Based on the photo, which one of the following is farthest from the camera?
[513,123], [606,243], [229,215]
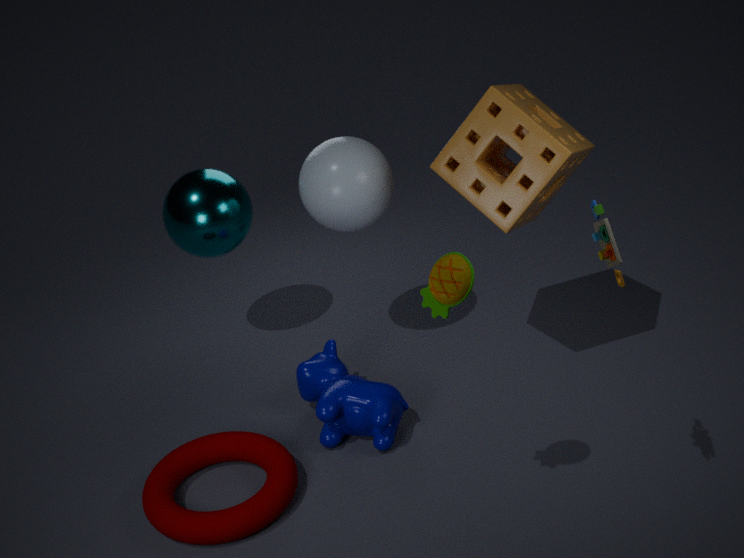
[229,215]
